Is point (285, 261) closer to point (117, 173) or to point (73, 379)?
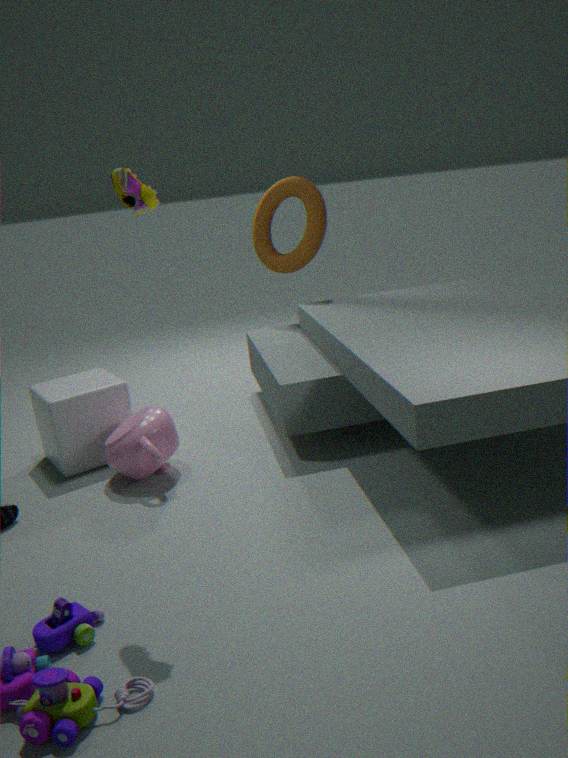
point (73, 379)
